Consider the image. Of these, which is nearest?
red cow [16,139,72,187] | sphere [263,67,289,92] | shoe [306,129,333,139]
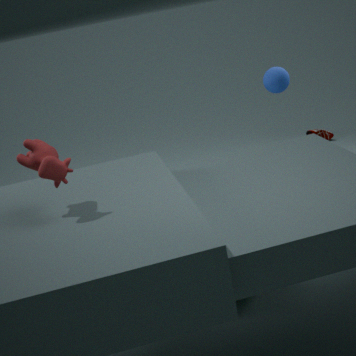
red cow [16,139,72,187]
